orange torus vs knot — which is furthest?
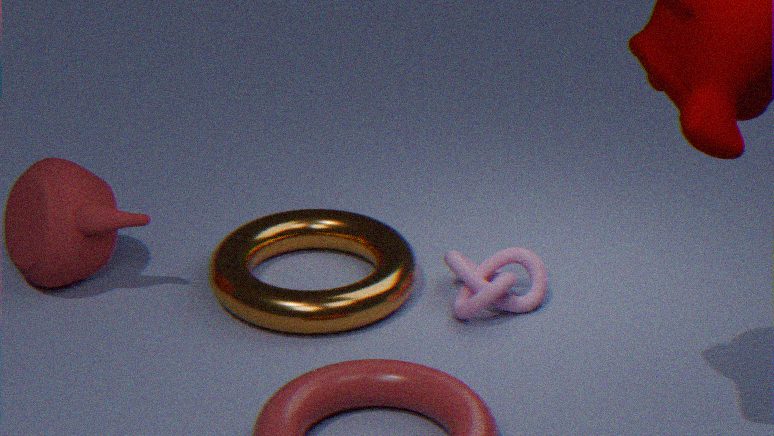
knot
